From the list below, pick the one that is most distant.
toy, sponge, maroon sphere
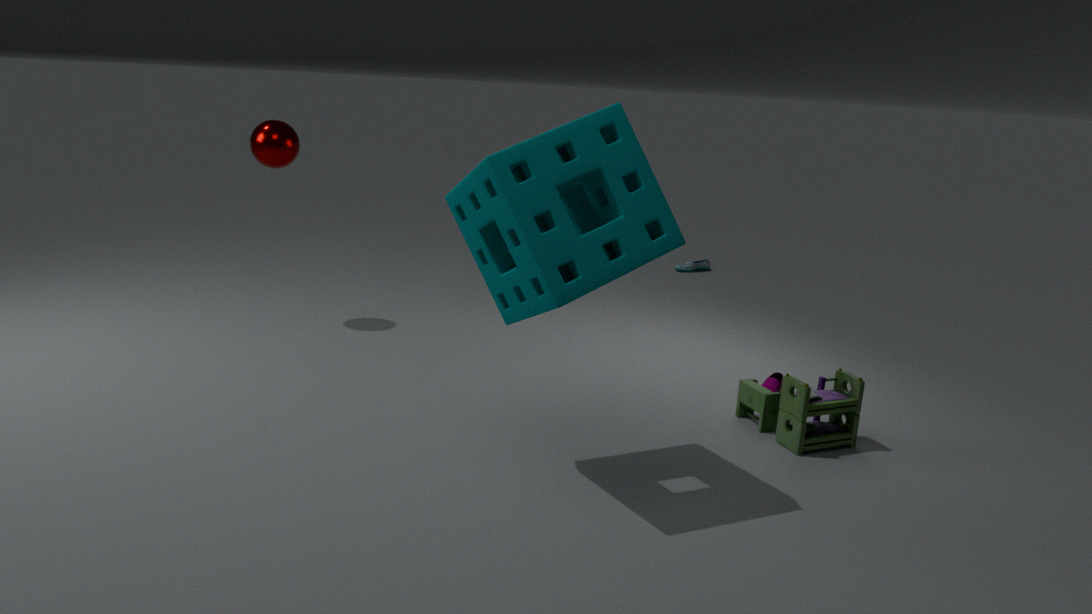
maroon sphere
